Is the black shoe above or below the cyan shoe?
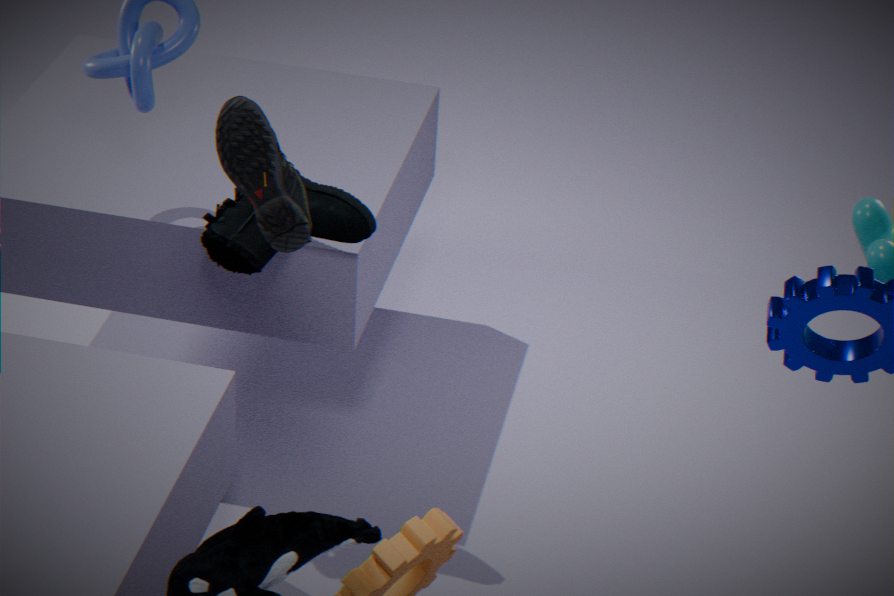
above
